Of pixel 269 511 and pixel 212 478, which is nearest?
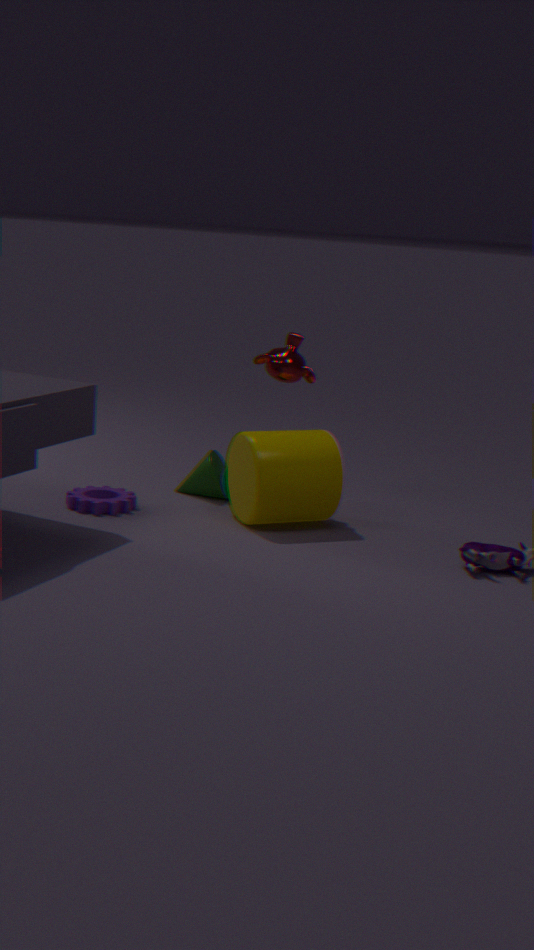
pixel 269 511
